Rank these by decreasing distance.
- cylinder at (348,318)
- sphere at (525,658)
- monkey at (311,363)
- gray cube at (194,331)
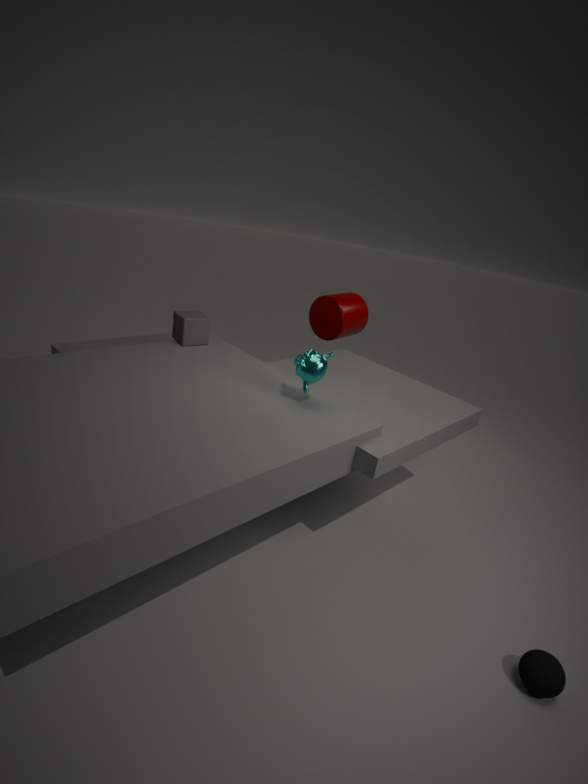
1. cylinder at (348,318)
2. gray cube at (194,331)
3. monkey at (311,363)
4. sphere at (525,658)
